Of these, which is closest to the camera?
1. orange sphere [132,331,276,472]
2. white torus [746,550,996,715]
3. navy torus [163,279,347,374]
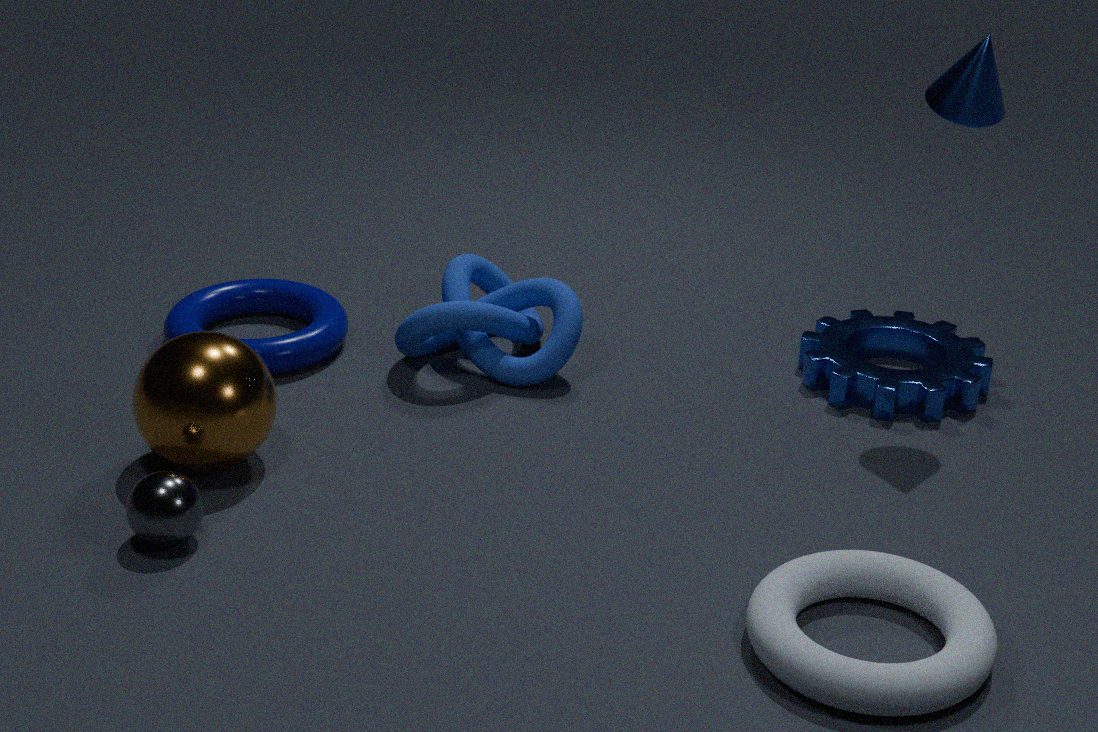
white torus [746,550,996,715]
